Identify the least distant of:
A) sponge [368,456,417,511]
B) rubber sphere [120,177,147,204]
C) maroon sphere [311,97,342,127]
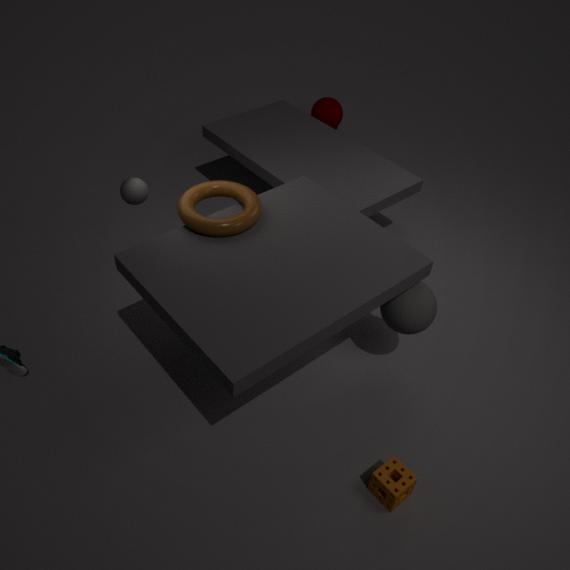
sponge [368,456,417,511]
